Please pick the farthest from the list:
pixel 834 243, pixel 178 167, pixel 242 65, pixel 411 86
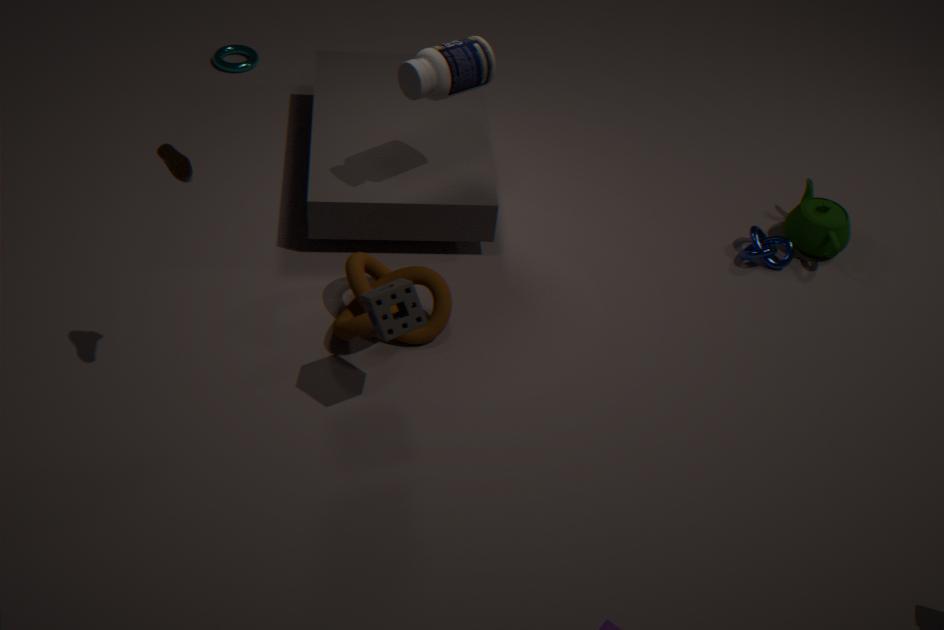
pixel 242 65
